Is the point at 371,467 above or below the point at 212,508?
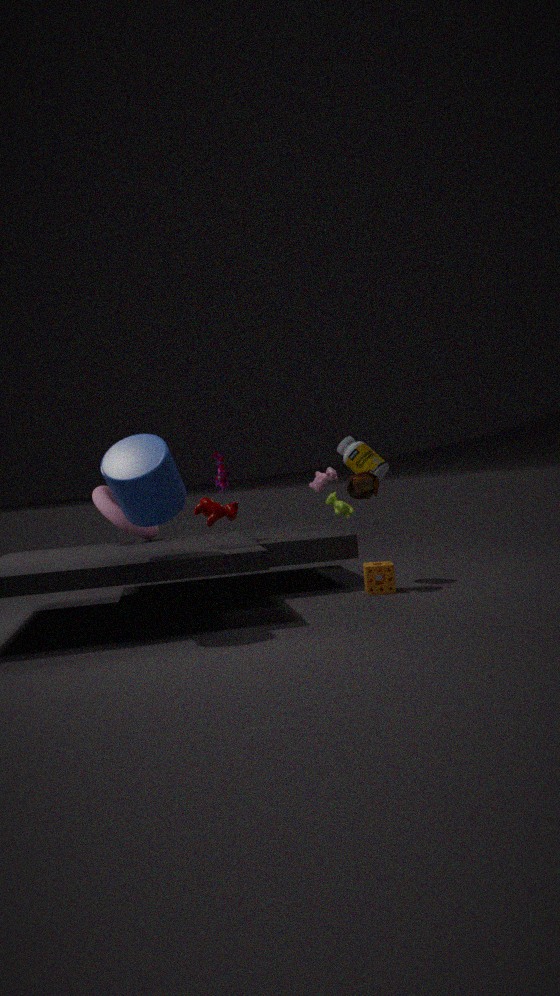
above
